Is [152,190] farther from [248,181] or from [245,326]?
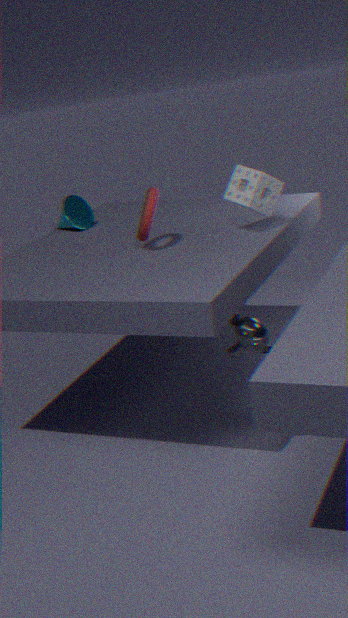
[245,326]
